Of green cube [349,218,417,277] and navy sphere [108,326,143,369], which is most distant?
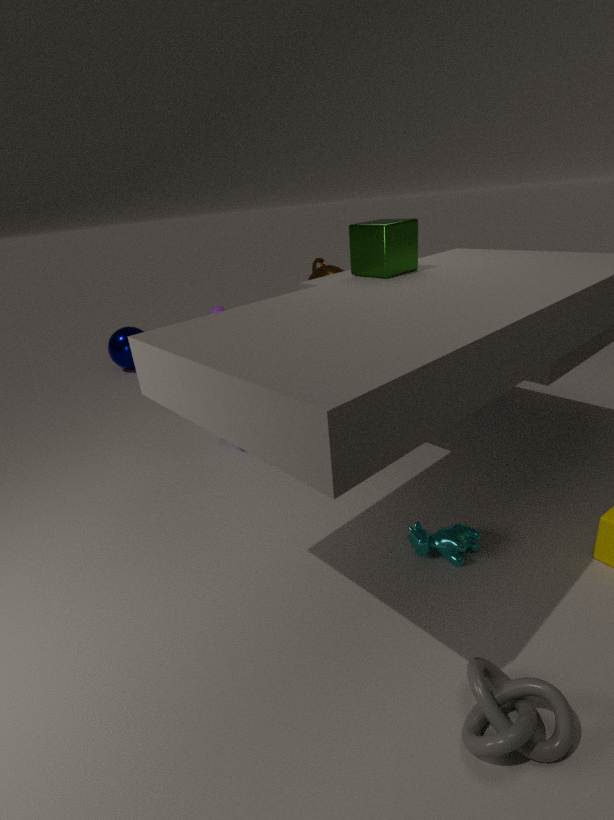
navy sphere [108,326,143,369]
